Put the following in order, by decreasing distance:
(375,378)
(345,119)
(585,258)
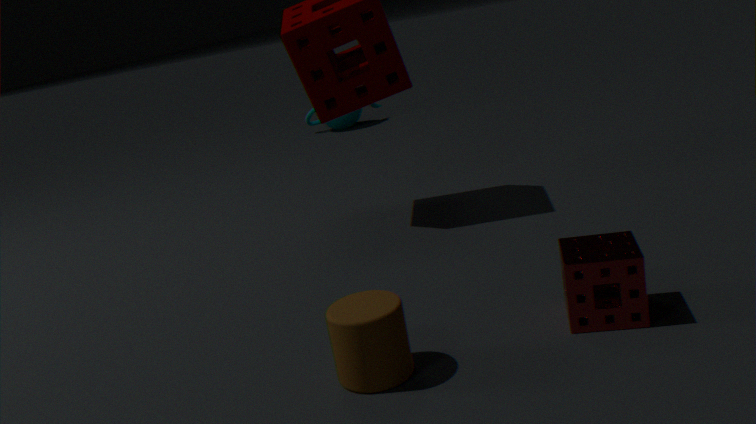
(345,119), (585,258), (375,378)
